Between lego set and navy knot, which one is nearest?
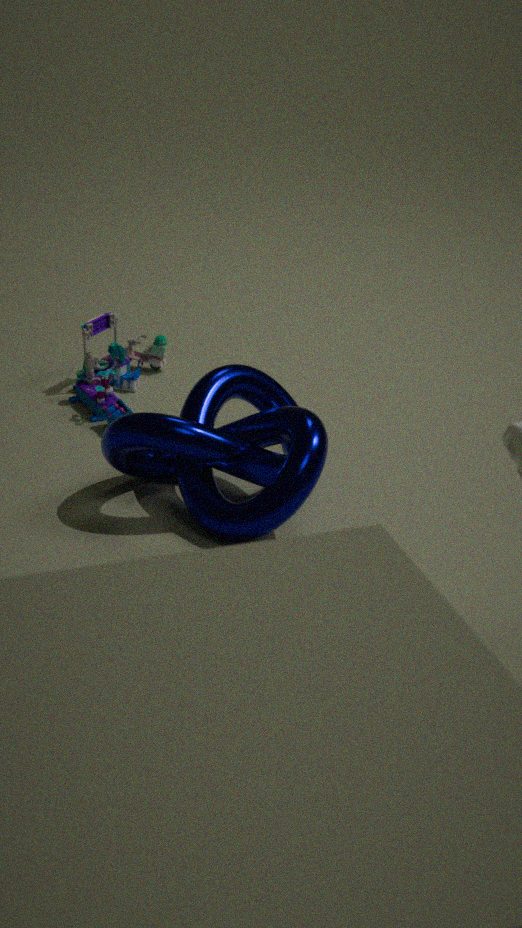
navy knot
